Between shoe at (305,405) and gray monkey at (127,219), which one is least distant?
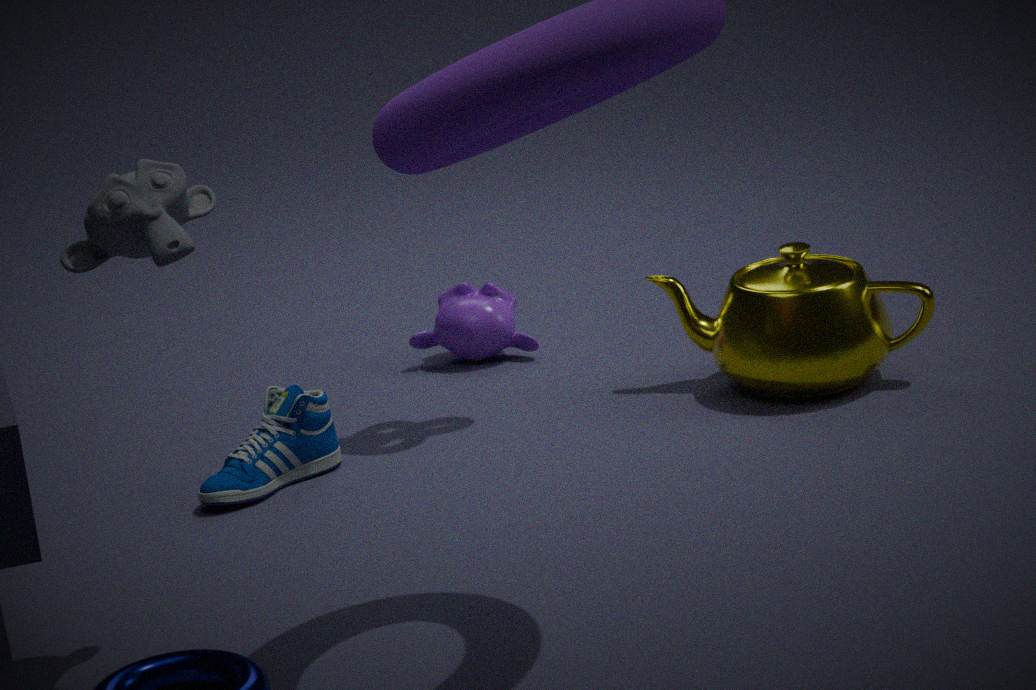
gray monkey at (127,219)
